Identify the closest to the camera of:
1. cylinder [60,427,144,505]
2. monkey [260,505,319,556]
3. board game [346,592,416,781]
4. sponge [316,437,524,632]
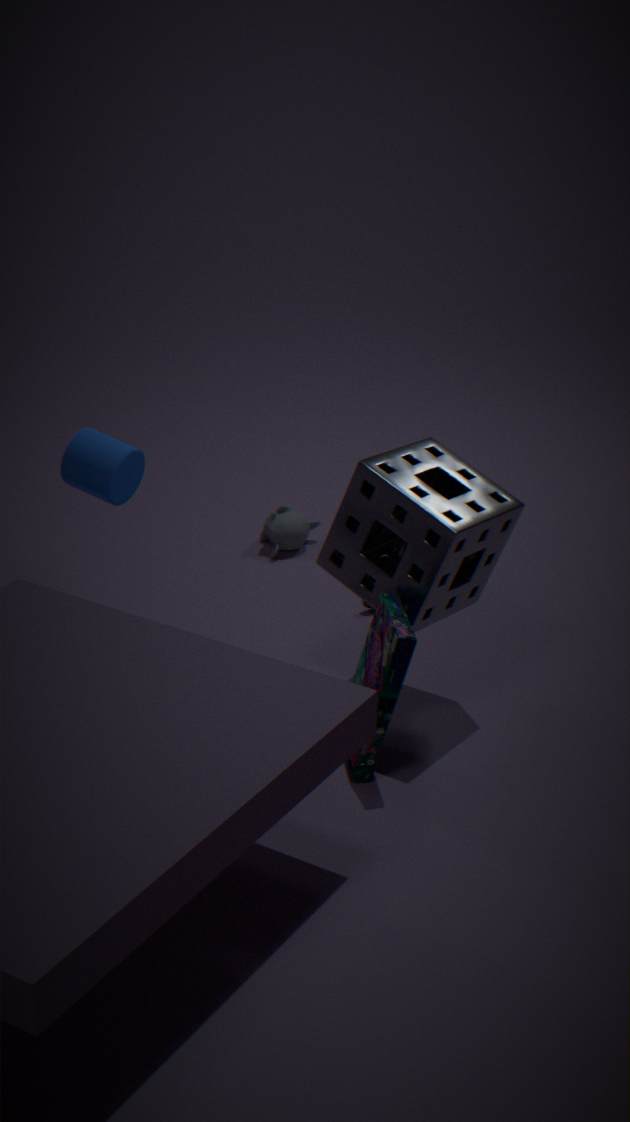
board game [346,592,416,781]
